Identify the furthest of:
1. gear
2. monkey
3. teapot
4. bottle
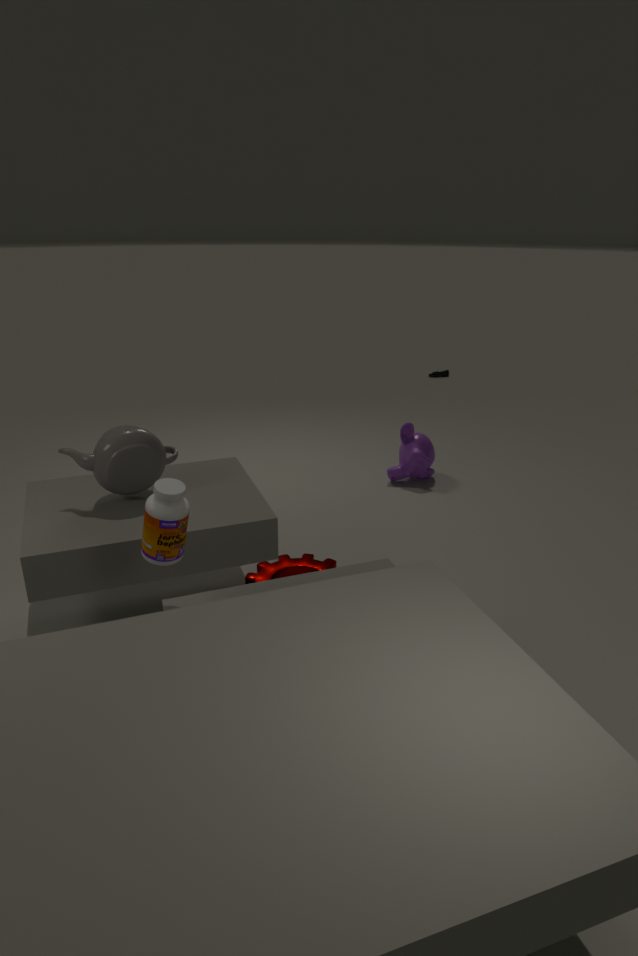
monkey
